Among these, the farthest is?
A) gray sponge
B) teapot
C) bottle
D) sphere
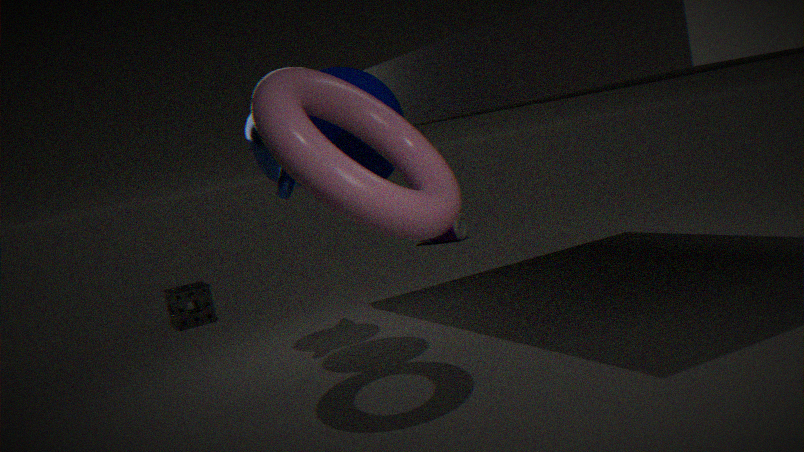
bottle
